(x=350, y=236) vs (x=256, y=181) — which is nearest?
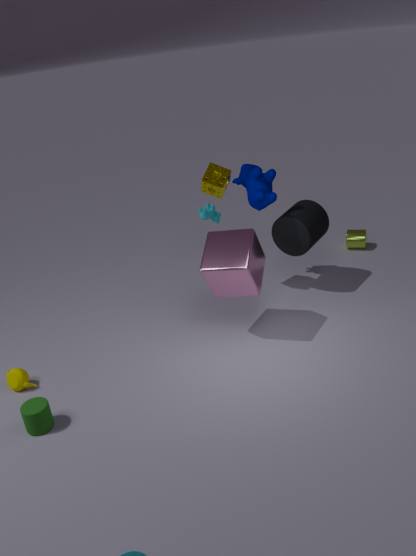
(x=256, y=181)
